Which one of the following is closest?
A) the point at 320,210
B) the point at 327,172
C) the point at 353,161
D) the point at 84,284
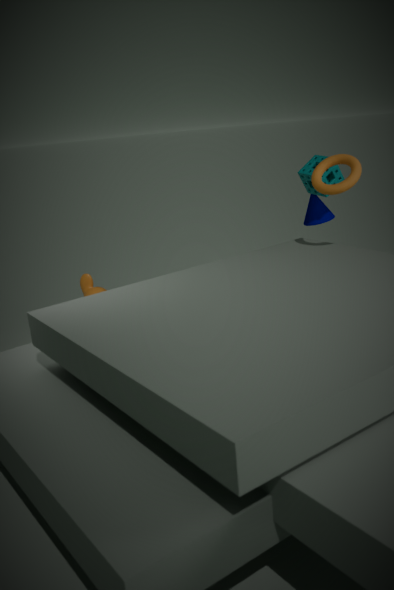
the point at 353,161
